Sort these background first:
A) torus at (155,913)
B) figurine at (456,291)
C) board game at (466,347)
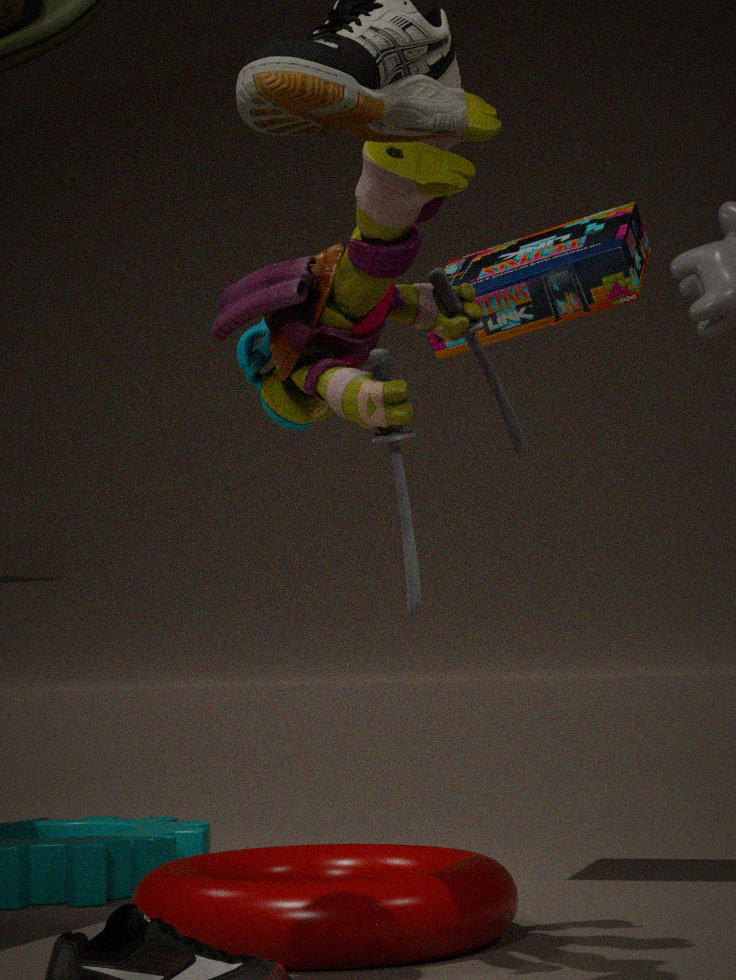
C. board game at (466,347), A. torus at (155,913), B. figurine at (456,291)
